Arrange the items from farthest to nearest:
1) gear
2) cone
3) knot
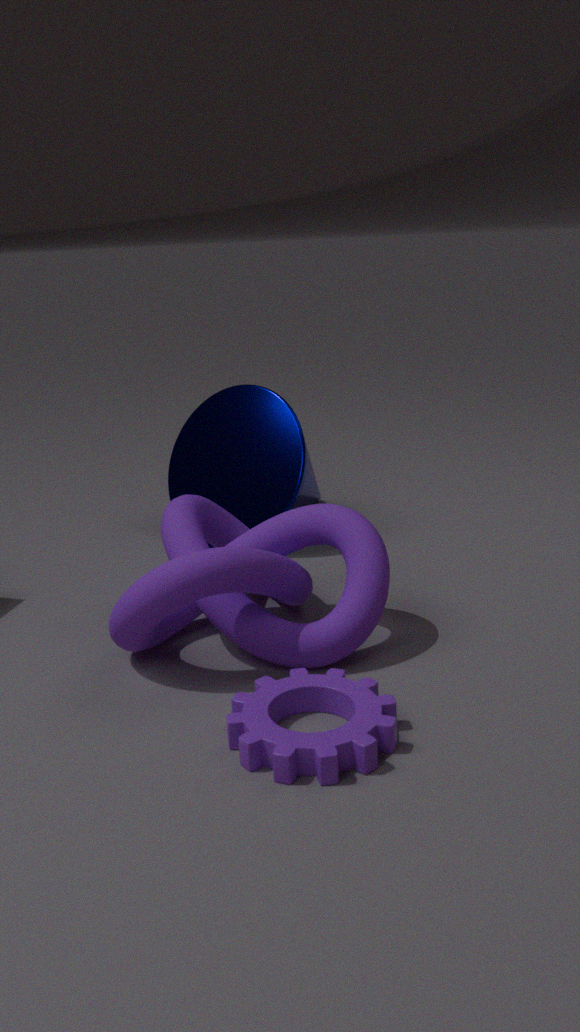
2. cone < 3. knot < 1. gear
